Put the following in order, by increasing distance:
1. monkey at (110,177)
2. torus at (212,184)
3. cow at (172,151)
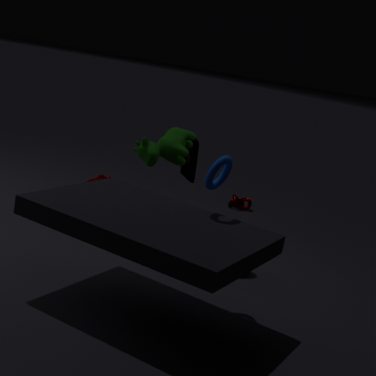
torus at (212,184), cow at (172,151), monkey at (110,177)
